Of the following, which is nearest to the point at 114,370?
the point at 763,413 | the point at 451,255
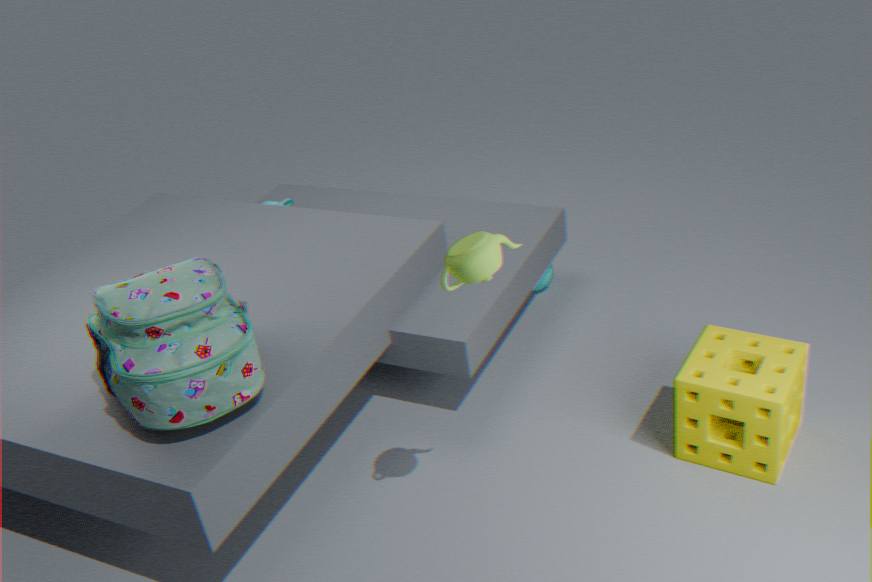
the point at 451,255
